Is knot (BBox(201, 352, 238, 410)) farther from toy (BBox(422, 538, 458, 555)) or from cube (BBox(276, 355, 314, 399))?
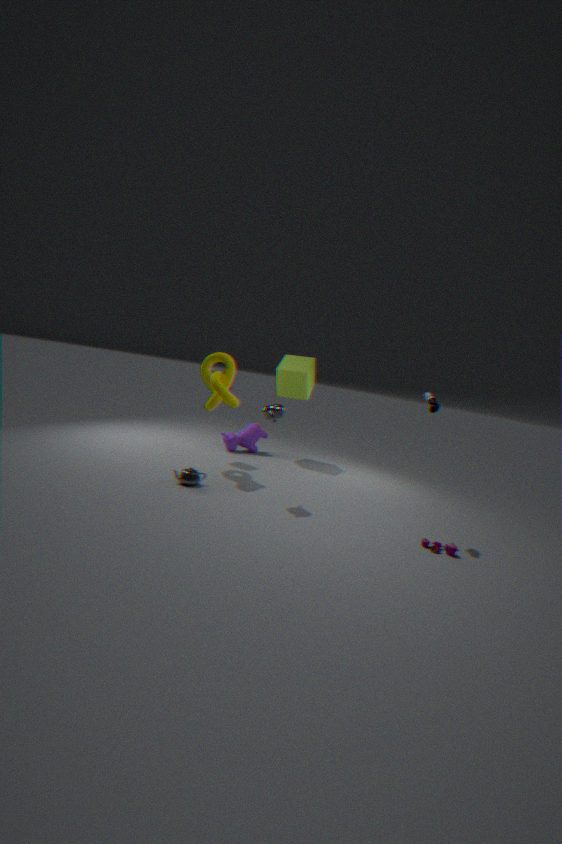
toy (BBox(422, 538, 458, 555))
